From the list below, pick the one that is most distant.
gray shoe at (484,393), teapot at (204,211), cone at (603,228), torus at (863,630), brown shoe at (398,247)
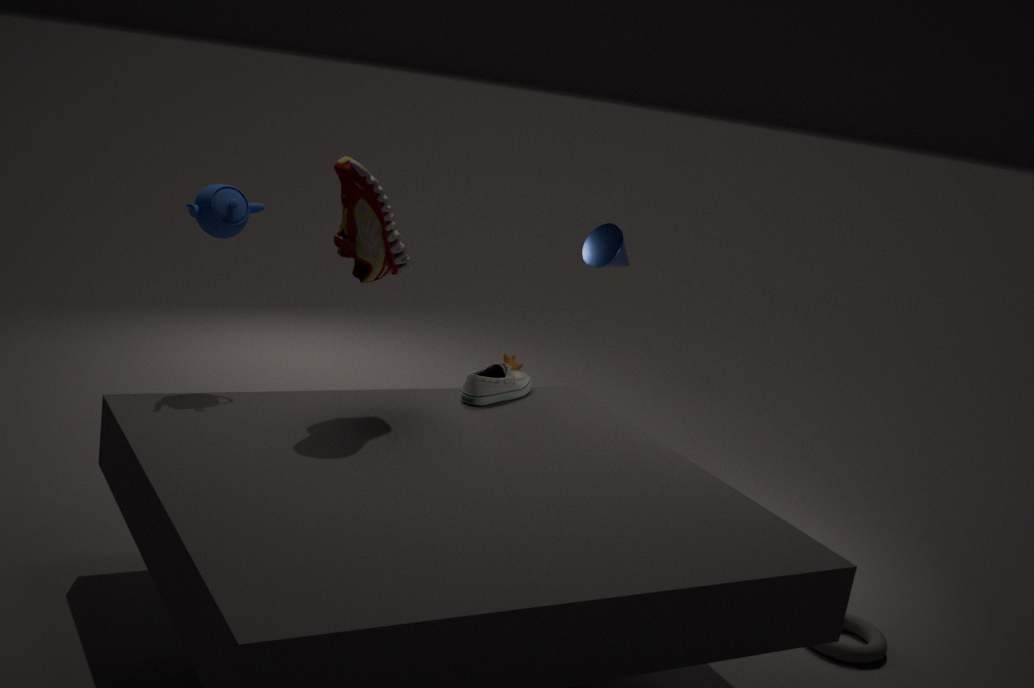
cone at (603,228)
